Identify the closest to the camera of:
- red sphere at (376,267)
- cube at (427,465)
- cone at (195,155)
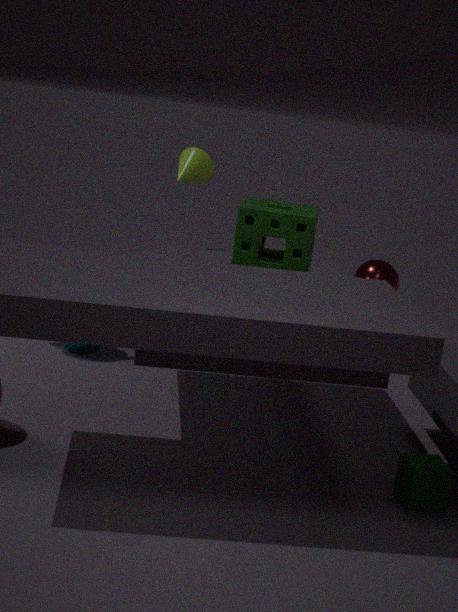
cube at (427,465)
